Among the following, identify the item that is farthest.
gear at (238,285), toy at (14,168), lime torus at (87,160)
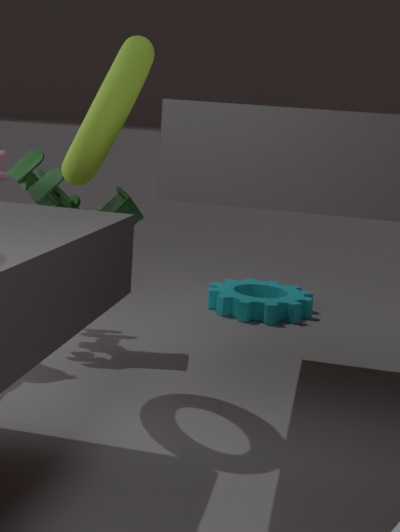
gear at (238,285)
